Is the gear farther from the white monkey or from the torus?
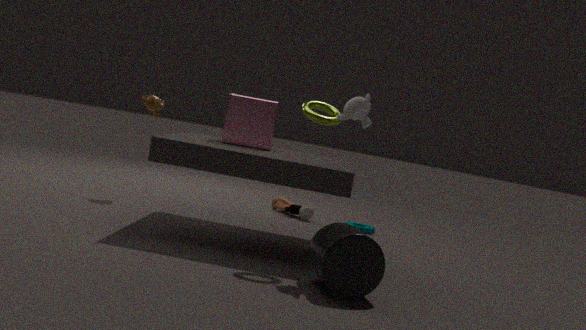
the white monkey
